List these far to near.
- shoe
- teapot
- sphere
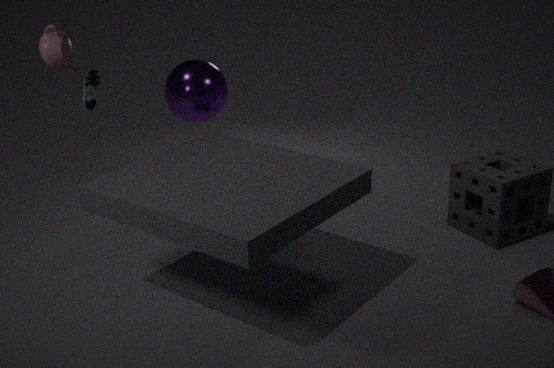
sphere → shoe → teapot
